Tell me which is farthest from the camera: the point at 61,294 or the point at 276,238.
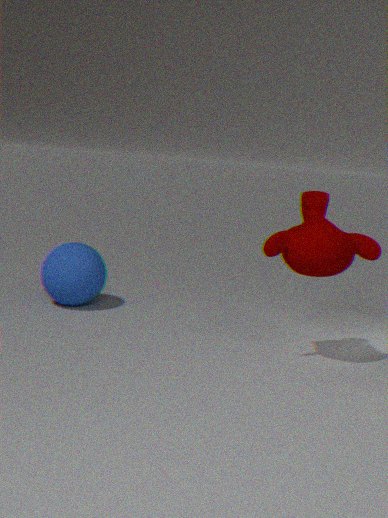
the point at 61,294
